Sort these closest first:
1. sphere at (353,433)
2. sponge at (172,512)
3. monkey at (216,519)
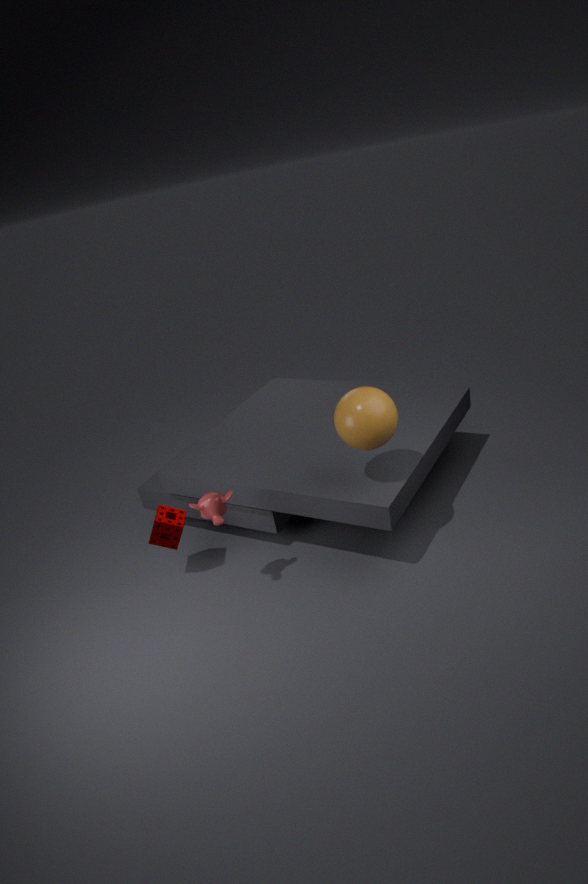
sphere at (353,433) < monkey at (216,519) < sponge at (172,512)
